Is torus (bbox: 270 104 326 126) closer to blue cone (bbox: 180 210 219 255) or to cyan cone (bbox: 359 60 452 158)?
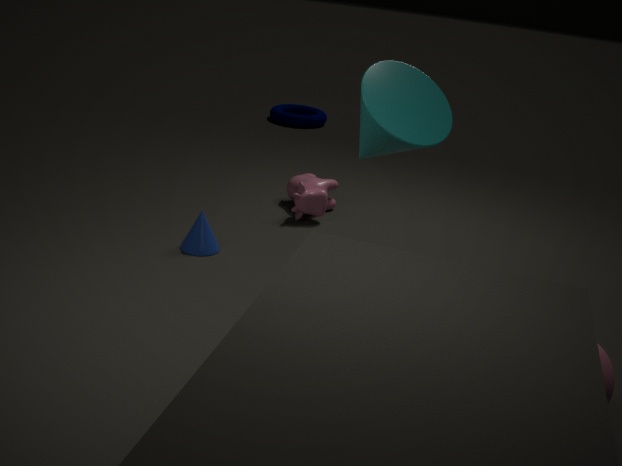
blue cone (bbox: 180 210 219 255)
